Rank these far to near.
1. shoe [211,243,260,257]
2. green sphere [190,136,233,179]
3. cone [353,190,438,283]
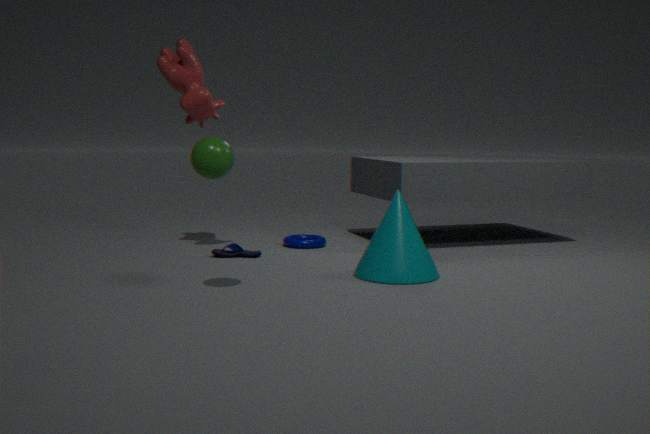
shoe [211,243,260,257] → cone [353,190,438,283] → green sphere [190,136,233,179]
